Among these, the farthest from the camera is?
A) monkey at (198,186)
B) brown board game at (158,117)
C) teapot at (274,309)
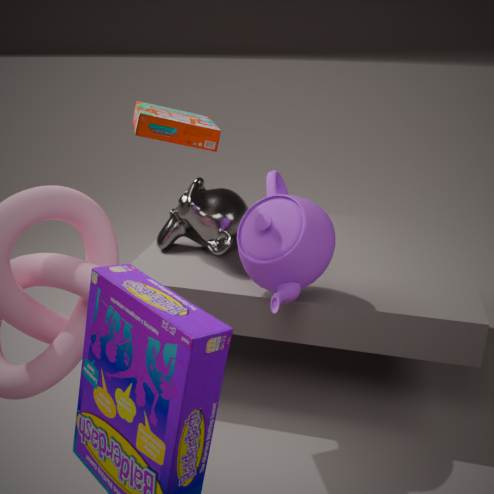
monkey at (198,186)
